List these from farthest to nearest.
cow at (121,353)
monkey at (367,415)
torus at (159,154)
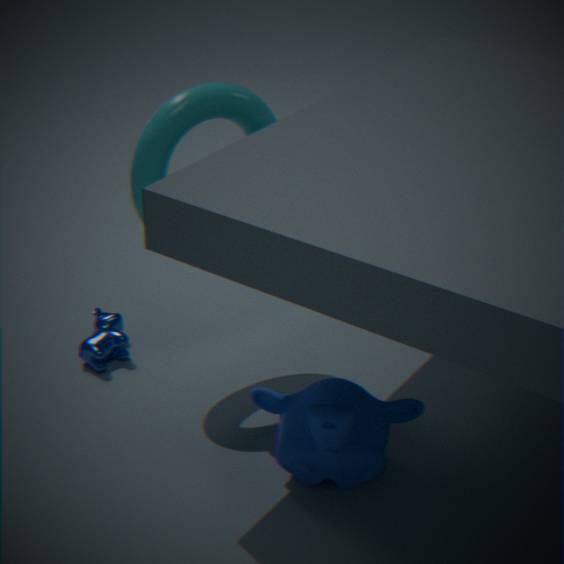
1. cow at (121,353)
2. torus at (159,154)
3. monkey at (367,415)
